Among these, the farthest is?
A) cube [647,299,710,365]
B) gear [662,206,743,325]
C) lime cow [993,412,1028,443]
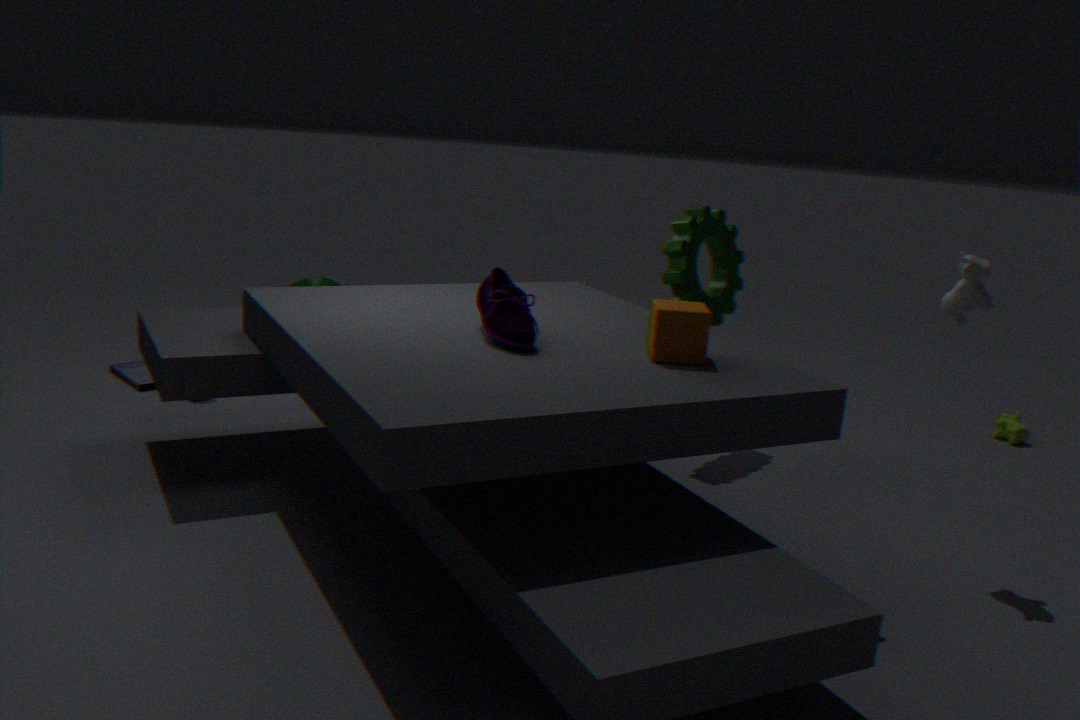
lime cow [993,412,1028,443]
